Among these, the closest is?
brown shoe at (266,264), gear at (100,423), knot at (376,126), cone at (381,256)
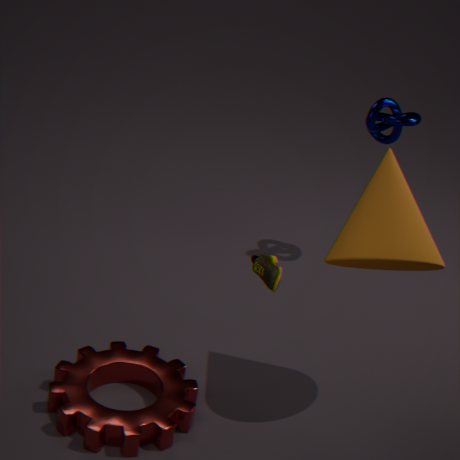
cone at (381,256)
